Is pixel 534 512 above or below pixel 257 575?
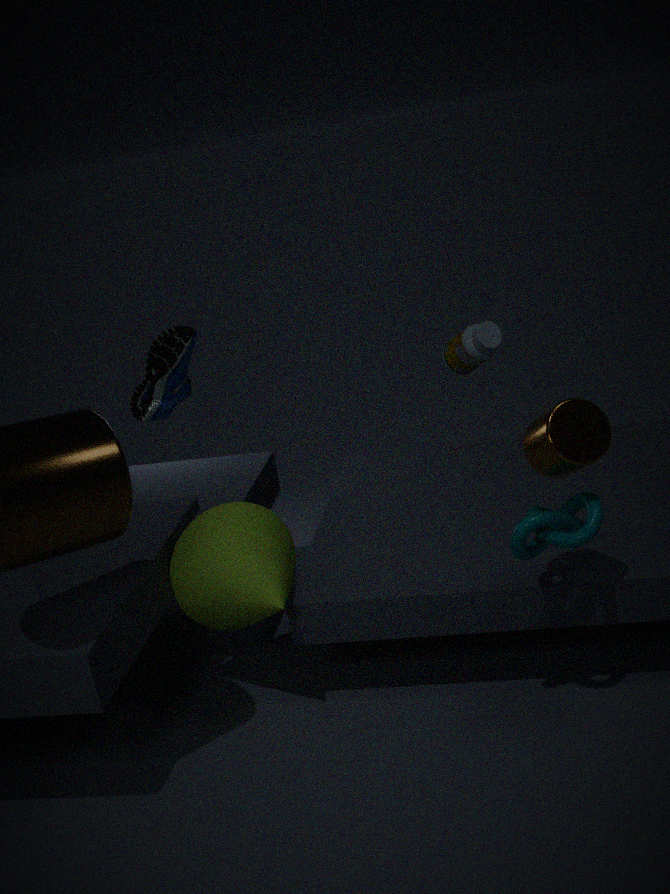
above
